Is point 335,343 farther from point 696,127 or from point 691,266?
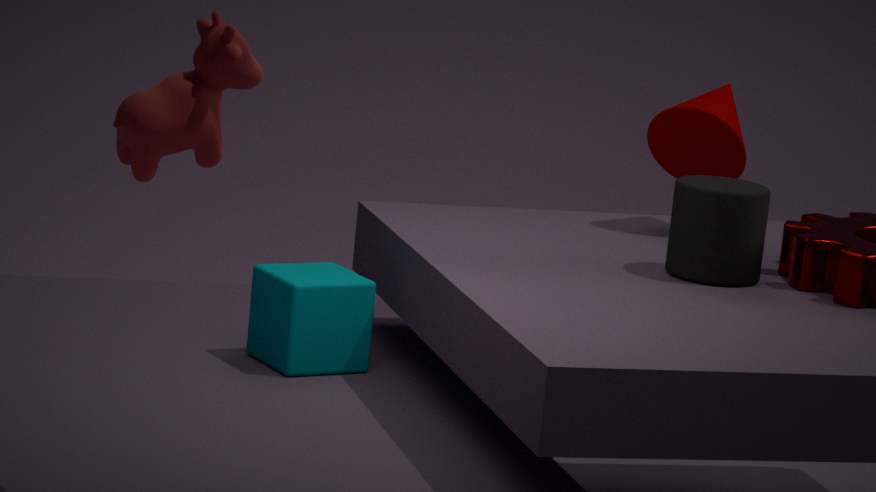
point 696,127
